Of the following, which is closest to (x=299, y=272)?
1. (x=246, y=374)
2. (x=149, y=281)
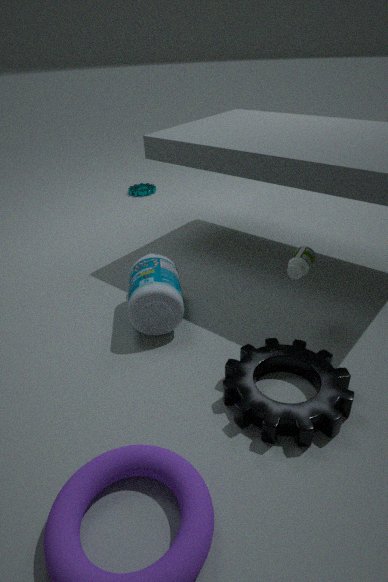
(x=246, y=374)
